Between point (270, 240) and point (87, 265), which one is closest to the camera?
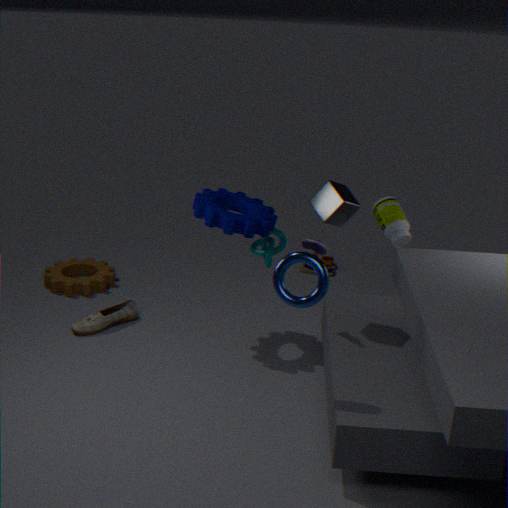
point (270, 240)
